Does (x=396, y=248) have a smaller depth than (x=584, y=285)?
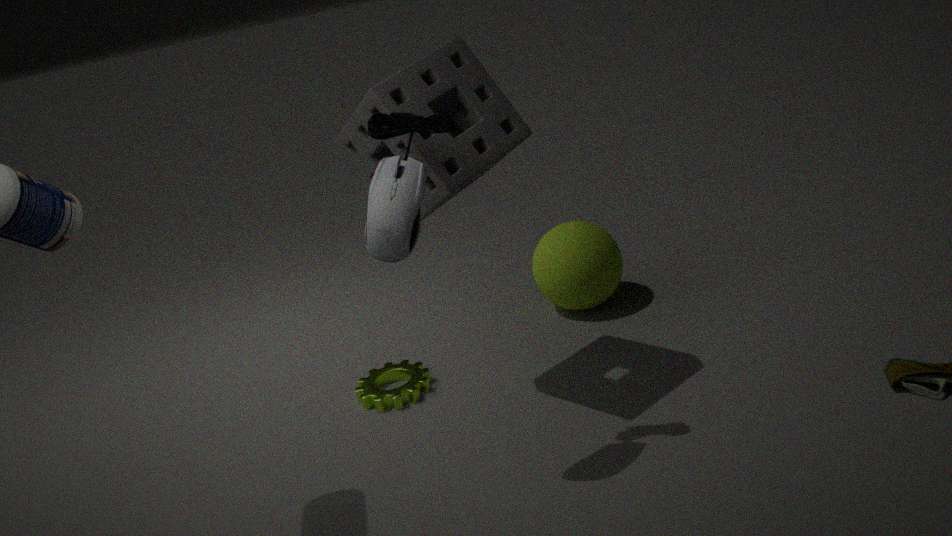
Yes
